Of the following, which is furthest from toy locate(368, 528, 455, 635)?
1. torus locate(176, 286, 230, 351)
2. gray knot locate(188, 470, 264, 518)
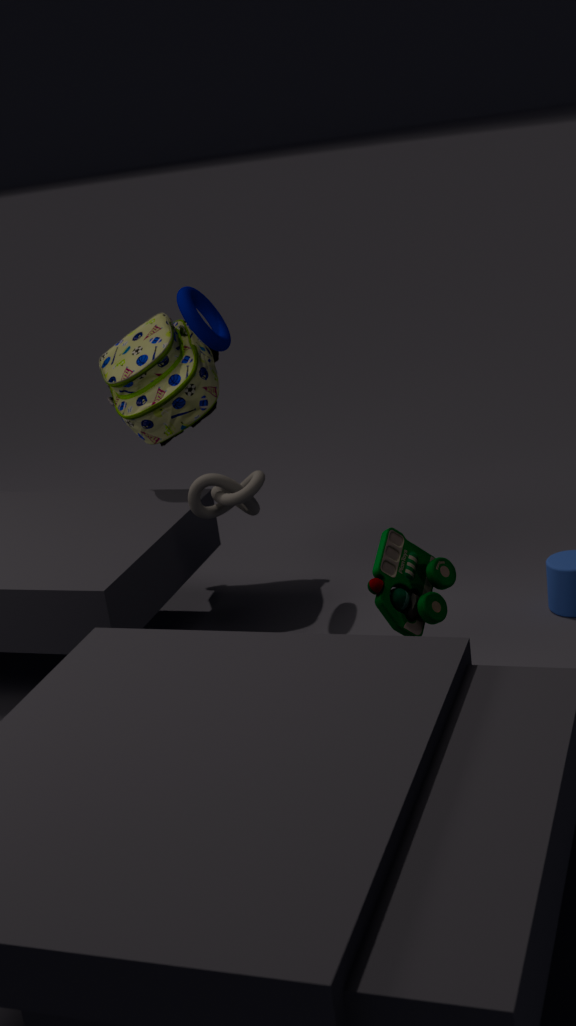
torus locate(176, 286, 230, 351)
